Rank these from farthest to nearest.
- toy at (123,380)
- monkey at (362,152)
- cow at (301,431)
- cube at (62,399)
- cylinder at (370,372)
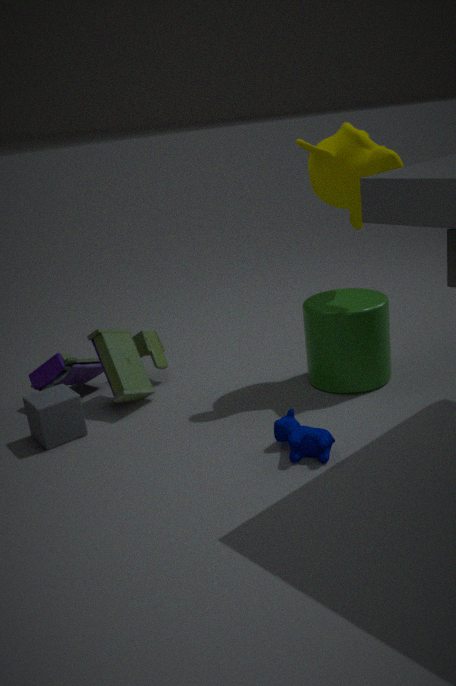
toy at (123,380) → cylinder at (370,372) → monkey at (362,152) → cube at (62,399) → cow at (301,431)
